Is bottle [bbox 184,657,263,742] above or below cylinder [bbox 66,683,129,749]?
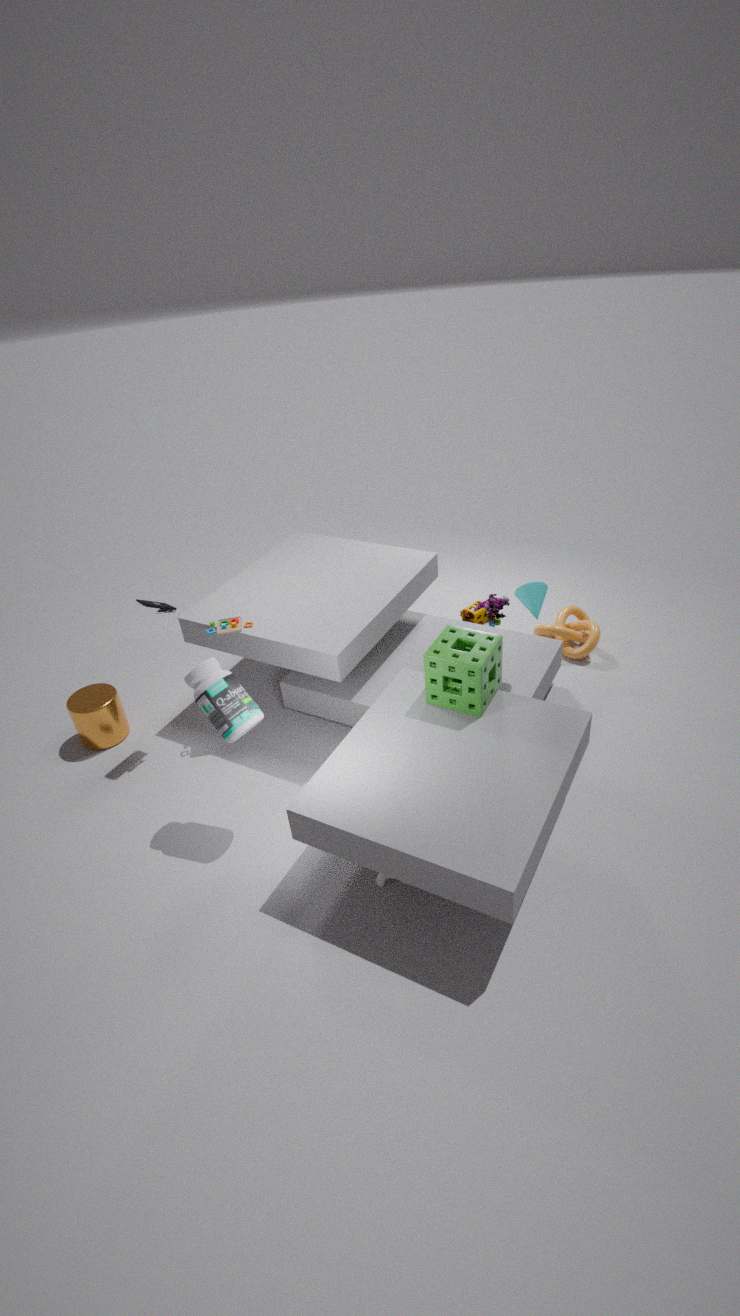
above
